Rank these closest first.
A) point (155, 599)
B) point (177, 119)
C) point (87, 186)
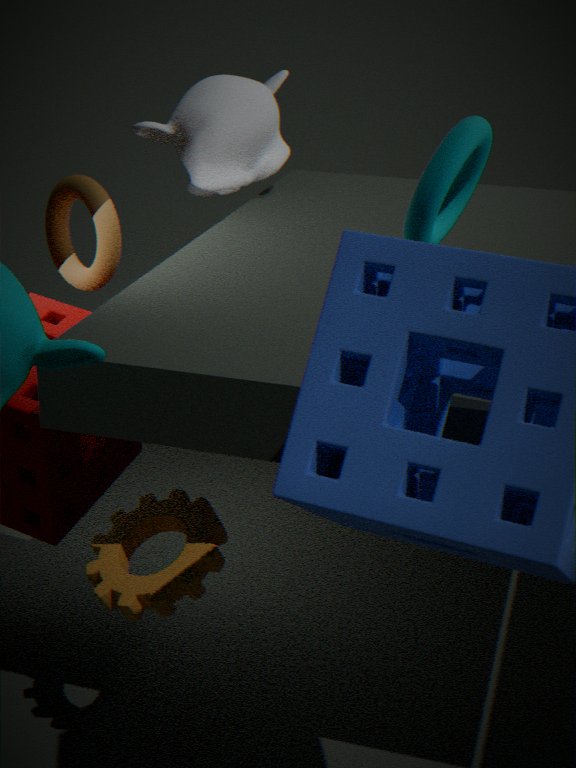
point (155, 599), point (87, 186), point (177, 119)
